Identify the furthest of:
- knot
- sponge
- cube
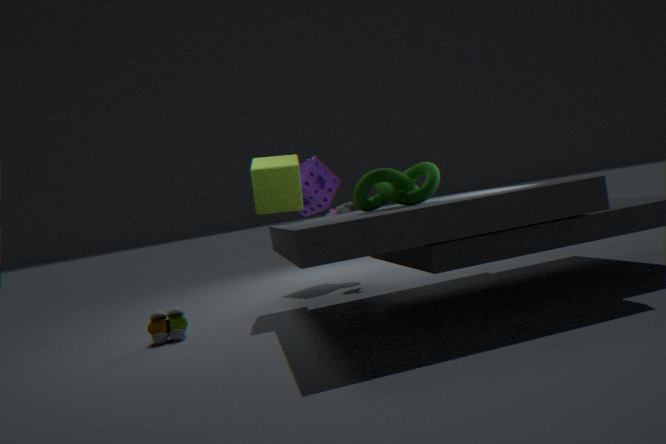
sponge
